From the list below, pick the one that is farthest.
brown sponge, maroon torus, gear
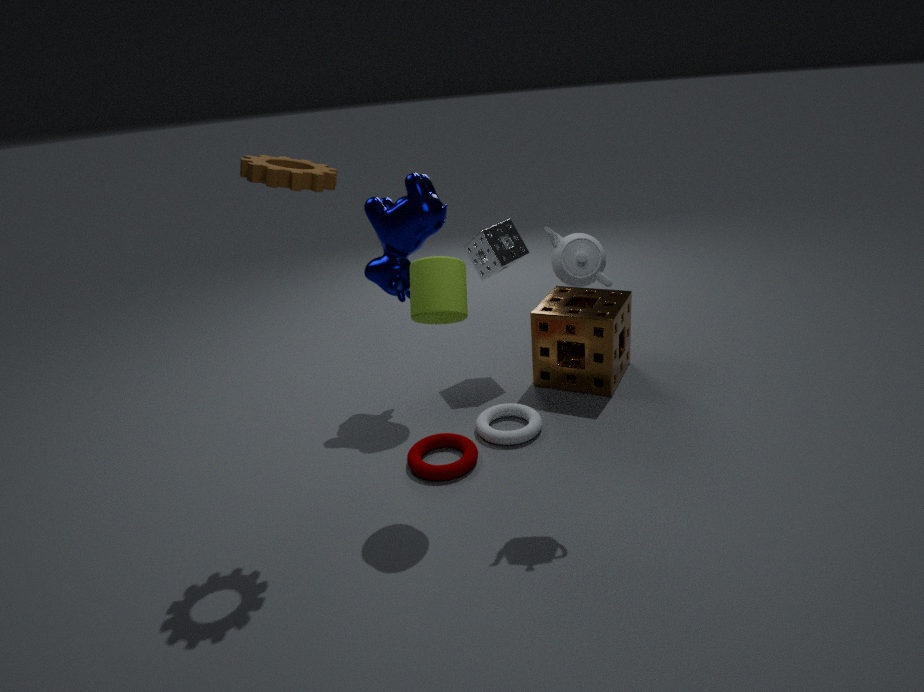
brown sponge
